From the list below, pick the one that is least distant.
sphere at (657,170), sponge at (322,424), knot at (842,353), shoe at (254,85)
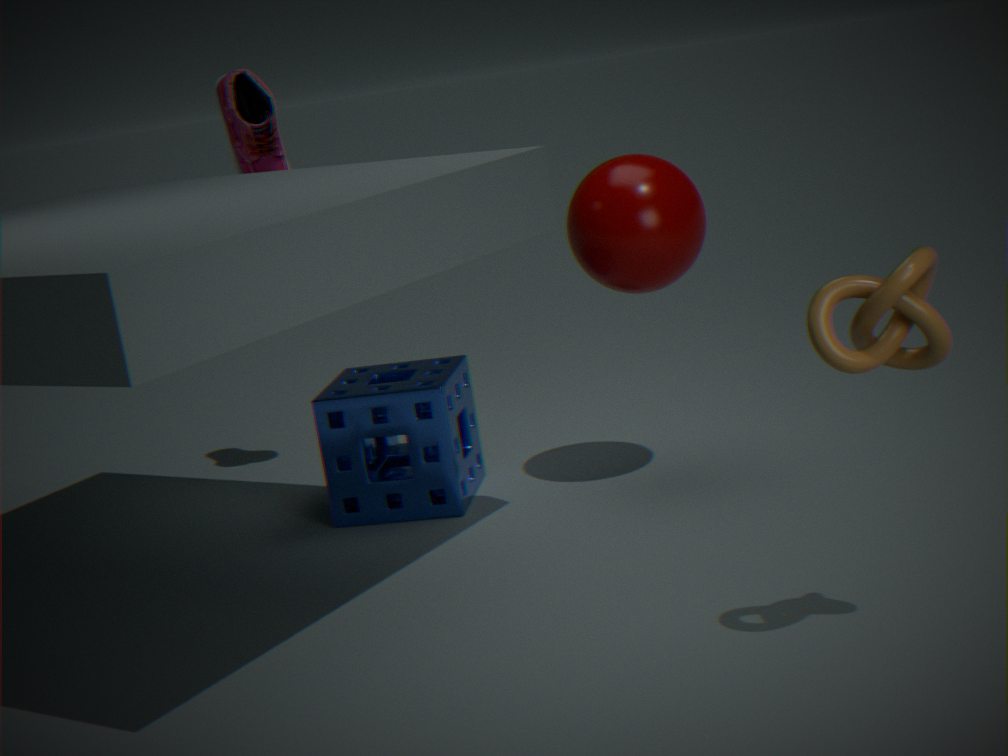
knot at (842,353)
